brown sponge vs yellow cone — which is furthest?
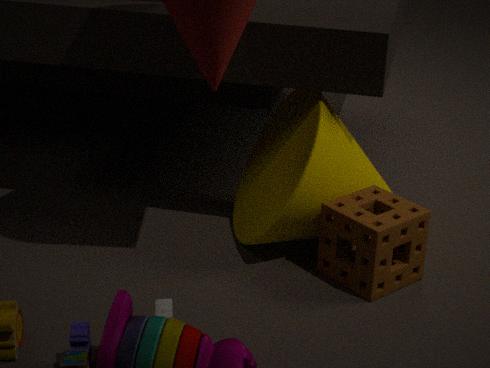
yellow cone
